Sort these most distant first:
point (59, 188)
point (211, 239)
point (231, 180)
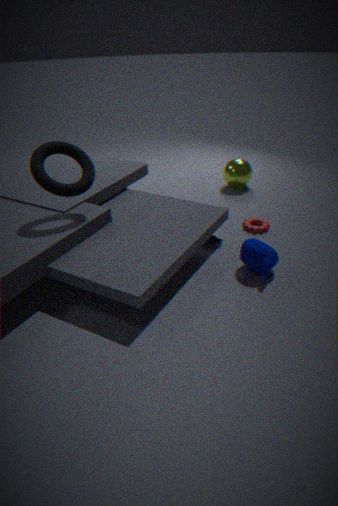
point (231, 180)
point (211, 239)
point (59, 188)
